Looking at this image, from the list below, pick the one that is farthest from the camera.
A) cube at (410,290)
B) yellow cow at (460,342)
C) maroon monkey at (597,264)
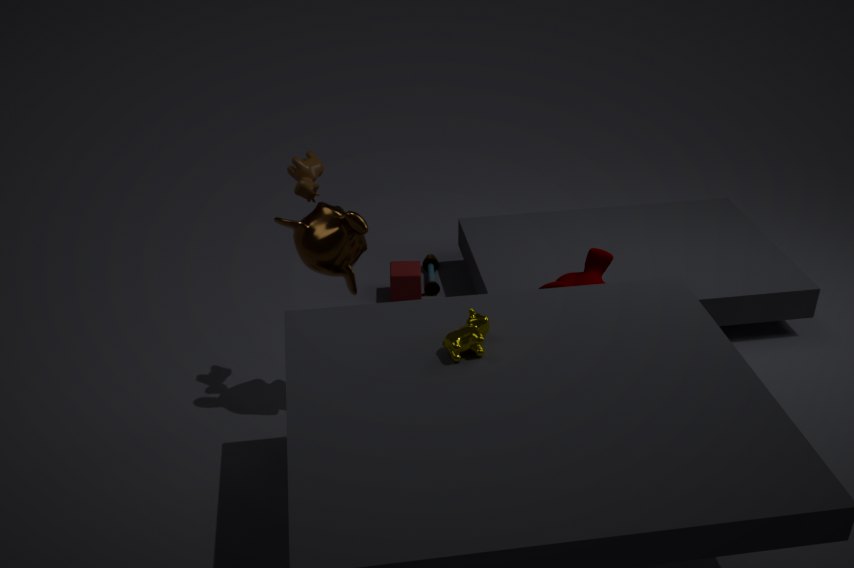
cube at (410,290)
